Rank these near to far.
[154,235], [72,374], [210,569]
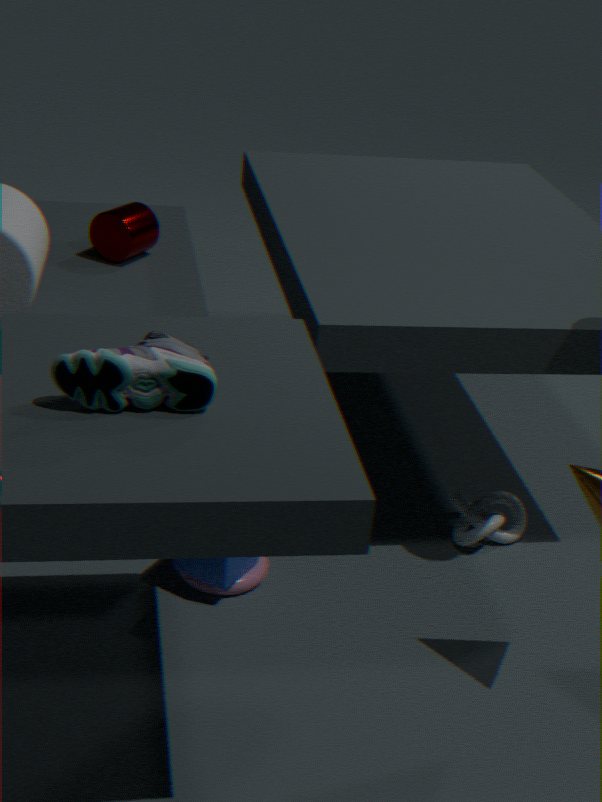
[72,374] → [210,569] → [154,235]
